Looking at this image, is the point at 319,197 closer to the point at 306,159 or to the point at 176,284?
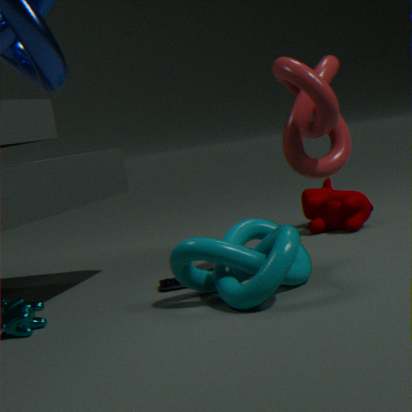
the point at 306,159
